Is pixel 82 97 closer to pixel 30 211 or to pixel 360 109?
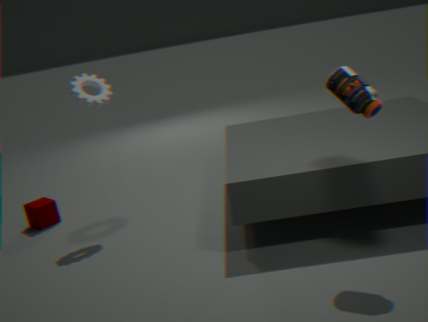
pixel 30 211
